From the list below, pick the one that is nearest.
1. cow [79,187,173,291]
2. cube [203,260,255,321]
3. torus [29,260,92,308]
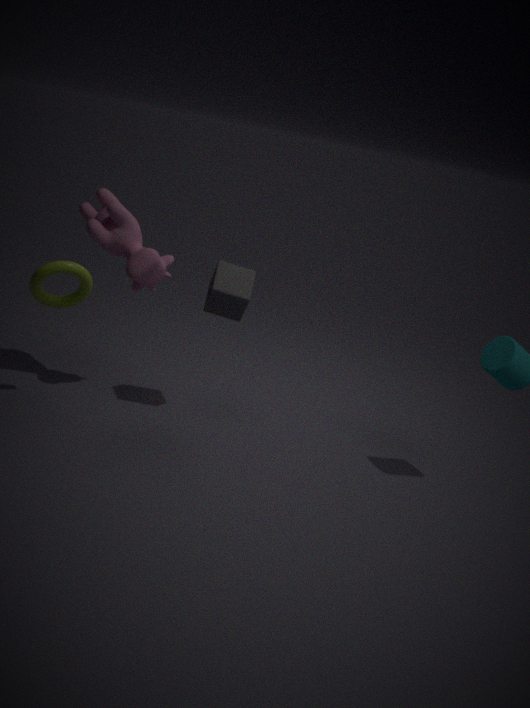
torus [29,260,92,308]
